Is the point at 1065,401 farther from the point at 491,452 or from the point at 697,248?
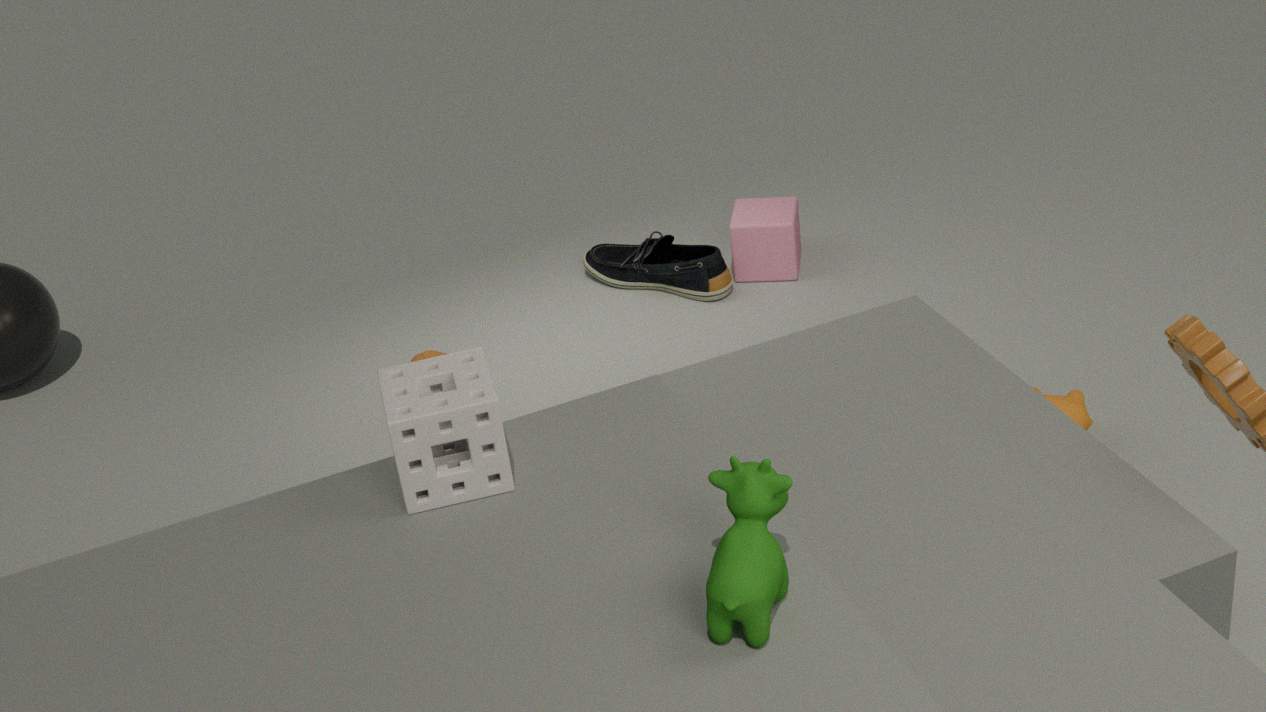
the point at 491,452
